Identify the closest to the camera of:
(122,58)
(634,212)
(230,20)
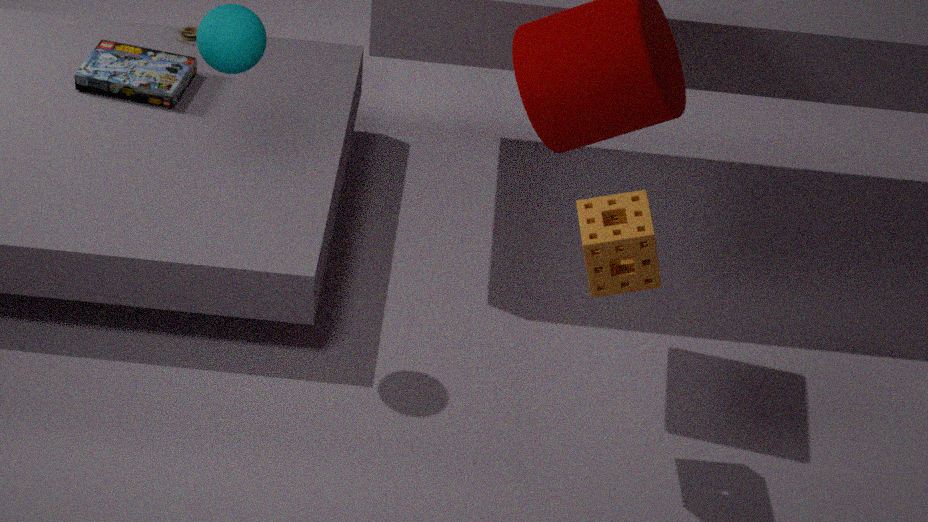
(634,212)
